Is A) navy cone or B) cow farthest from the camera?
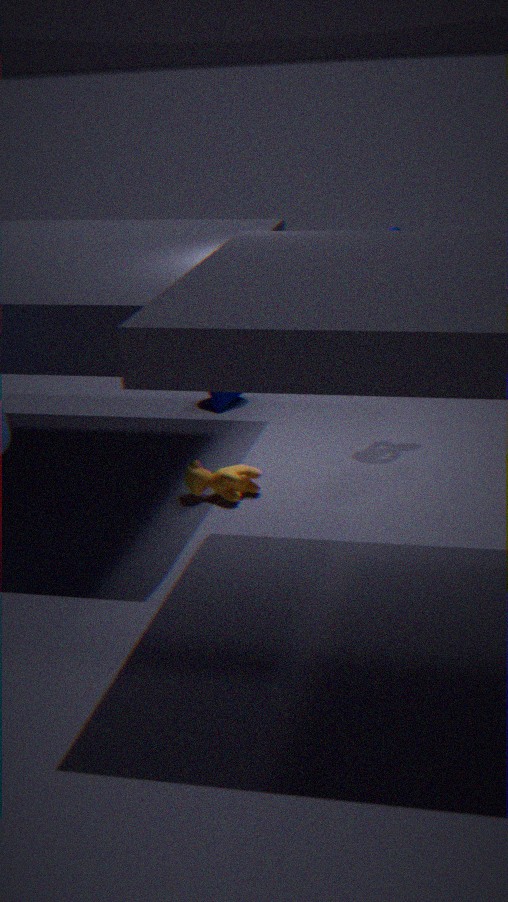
A. navy cone
